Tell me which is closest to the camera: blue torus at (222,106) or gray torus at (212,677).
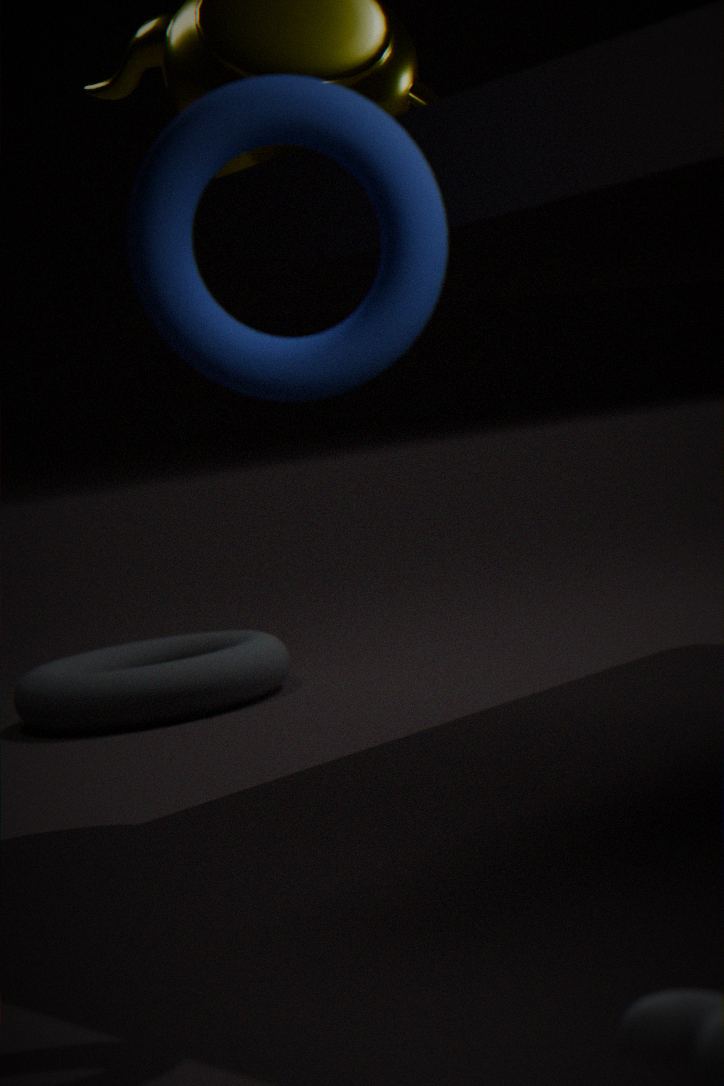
blue torus at (222,106)
